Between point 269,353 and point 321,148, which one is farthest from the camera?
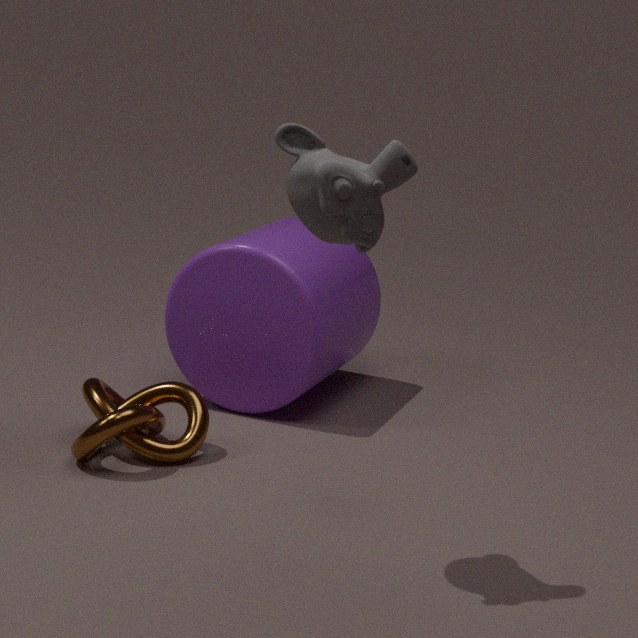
point 269,353
